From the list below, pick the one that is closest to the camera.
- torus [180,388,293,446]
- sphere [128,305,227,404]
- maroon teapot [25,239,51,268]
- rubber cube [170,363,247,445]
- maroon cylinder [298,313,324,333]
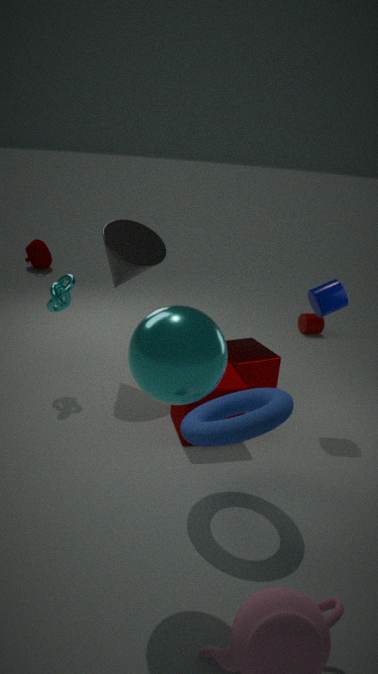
sphere [128,305,227,404]
